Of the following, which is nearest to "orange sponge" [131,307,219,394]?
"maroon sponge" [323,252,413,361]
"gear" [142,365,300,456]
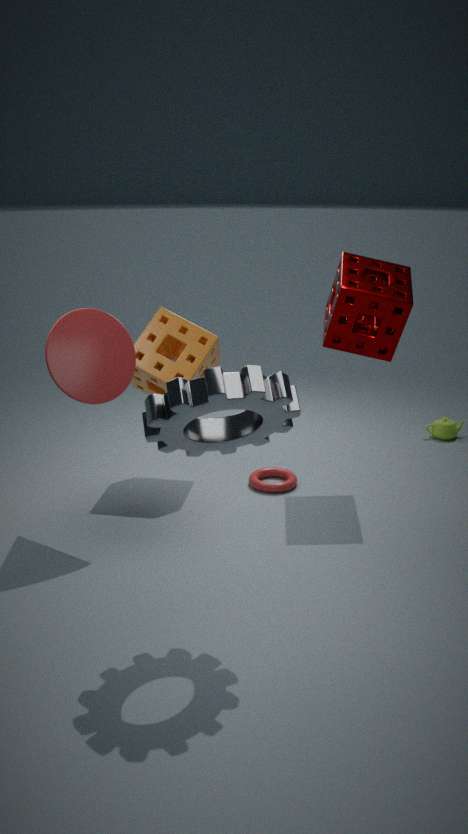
"maroon sponge" [323,252,413,361]
